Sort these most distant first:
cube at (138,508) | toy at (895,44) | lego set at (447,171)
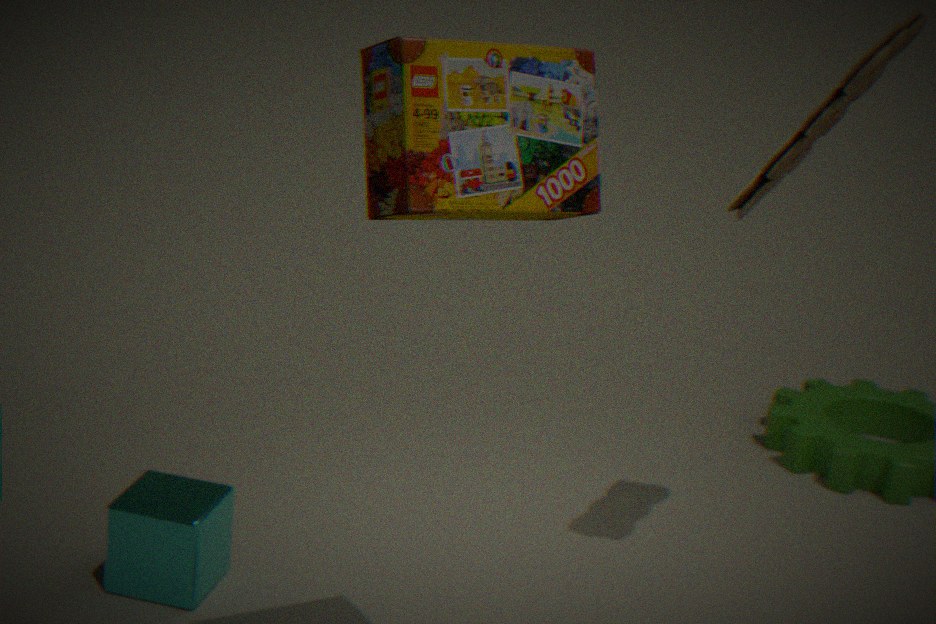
cube at (138,508) < toy at (895,44) < lego set at (447,171)
